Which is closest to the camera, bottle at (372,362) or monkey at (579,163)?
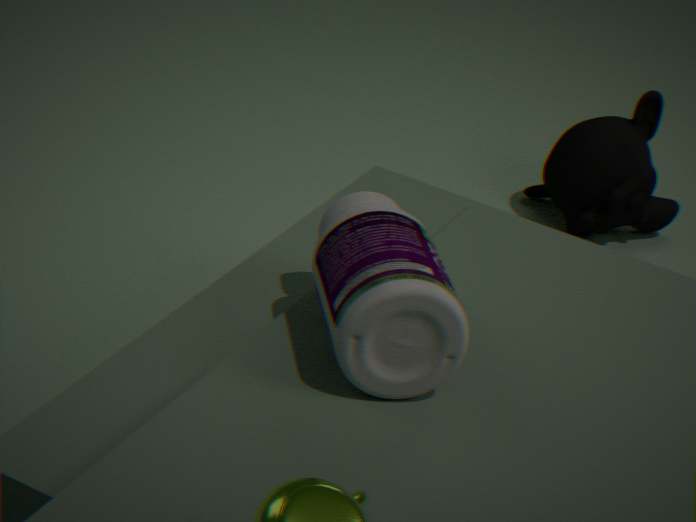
bottle at (372,362)
